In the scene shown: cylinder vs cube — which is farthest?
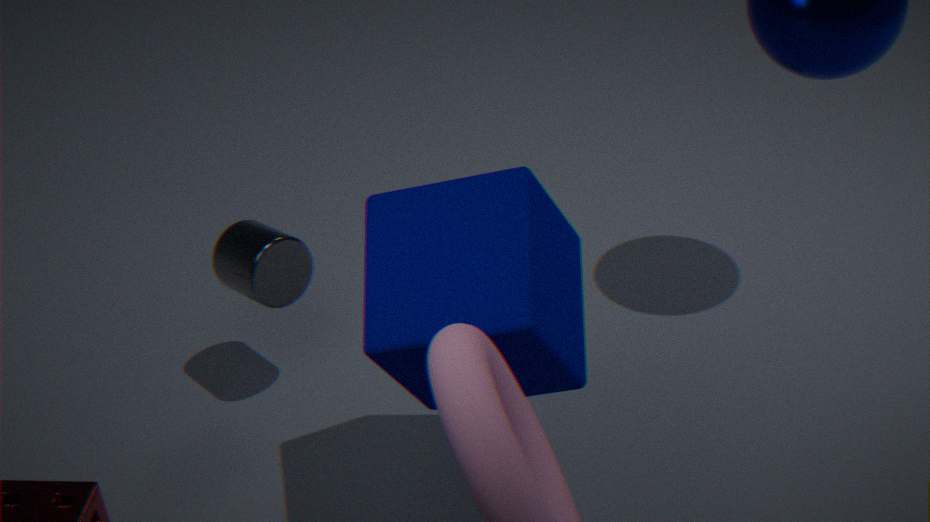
cylinder
